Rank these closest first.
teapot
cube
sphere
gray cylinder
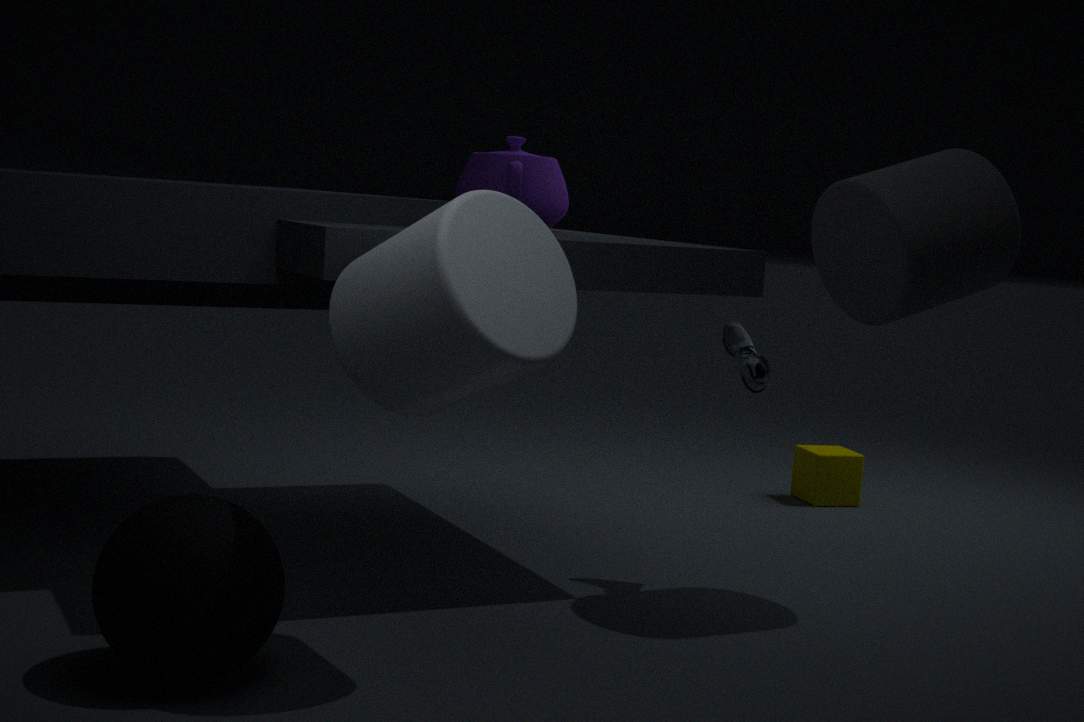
sphere
gray cylinder
teapot
cube
